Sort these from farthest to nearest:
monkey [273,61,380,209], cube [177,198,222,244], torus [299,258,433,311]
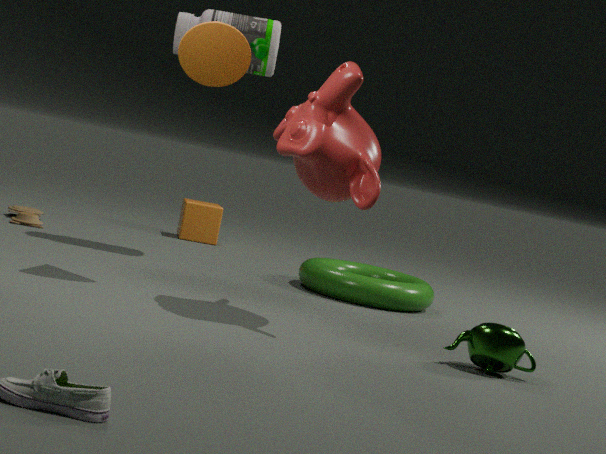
cube [177,198,222,244], torus [299,258,433,311], monkey [273,61,380,209]
